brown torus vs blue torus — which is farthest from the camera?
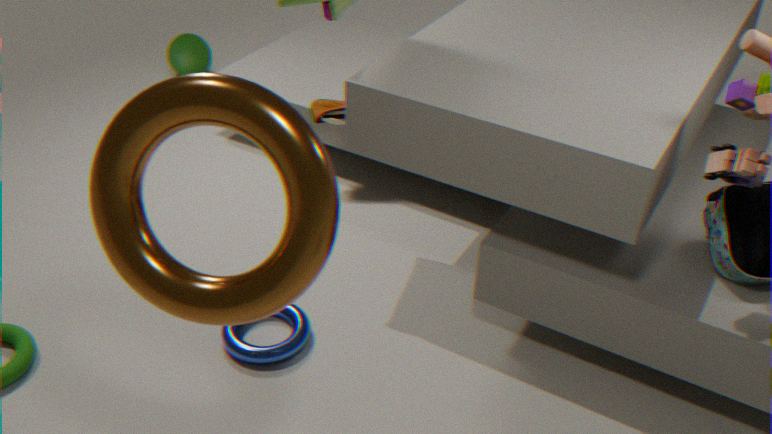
blue torus
